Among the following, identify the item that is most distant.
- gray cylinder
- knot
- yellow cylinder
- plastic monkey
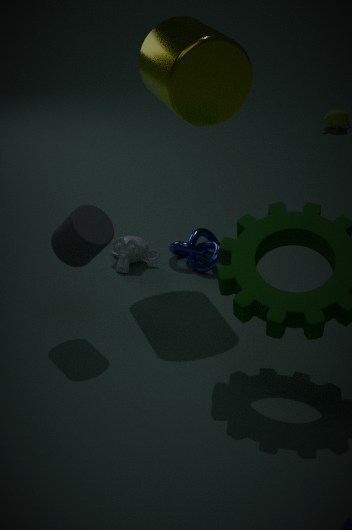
knot
